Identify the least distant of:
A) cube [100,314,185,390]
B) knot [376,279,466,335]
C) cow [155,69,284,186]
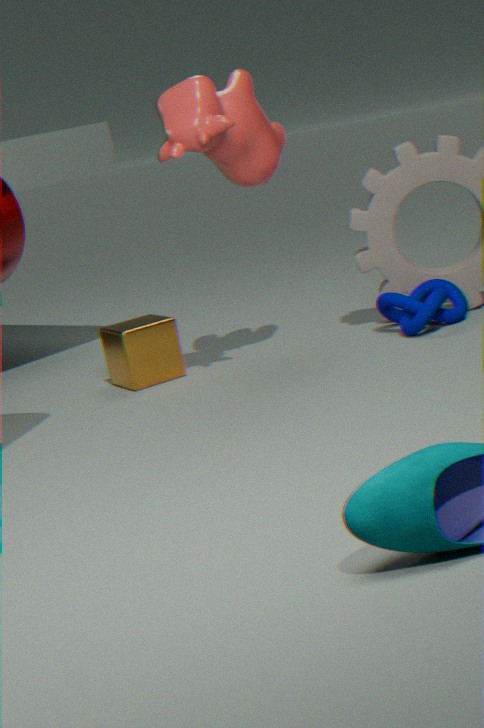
cow [155,69,284,186]
